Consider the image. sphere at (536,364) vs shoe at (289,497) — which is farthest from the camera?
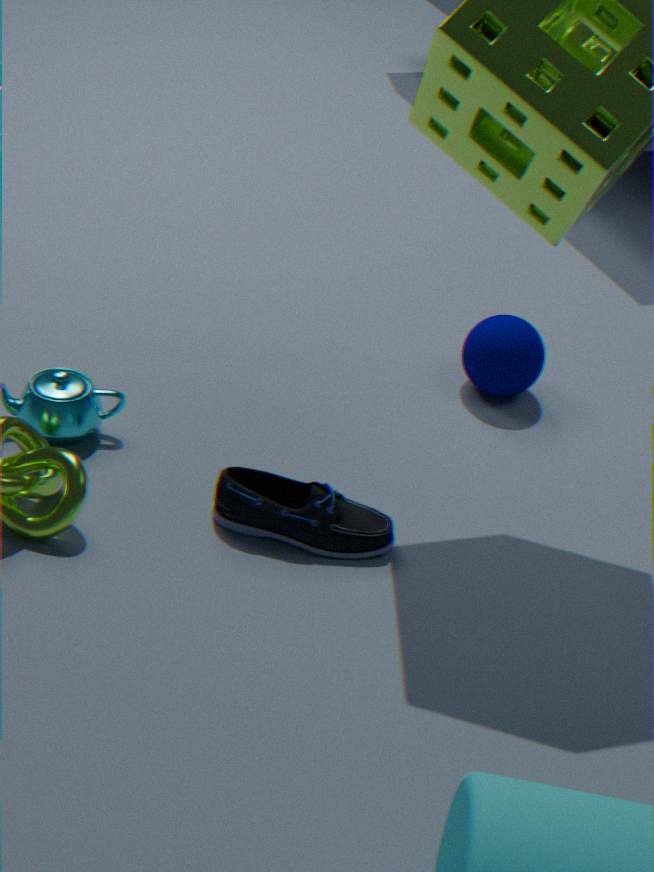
sphere at (536,364)
